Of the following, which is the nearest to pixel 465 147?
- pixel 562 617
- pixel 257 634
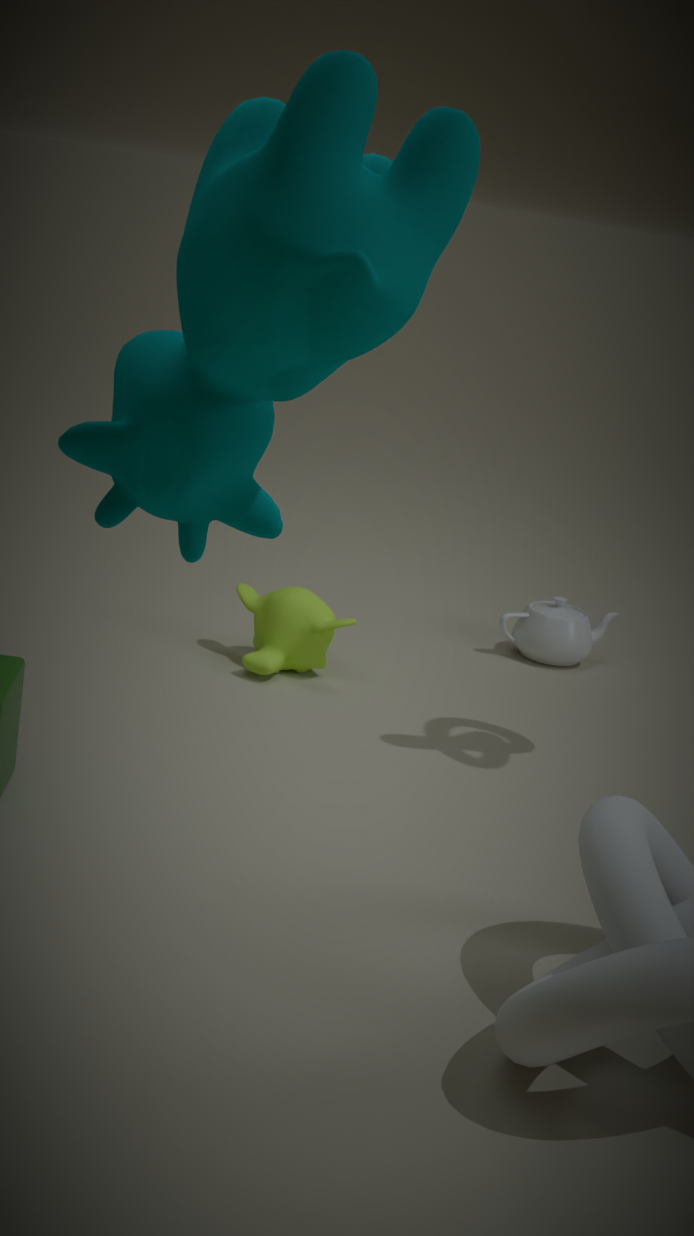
pixel 257 634
